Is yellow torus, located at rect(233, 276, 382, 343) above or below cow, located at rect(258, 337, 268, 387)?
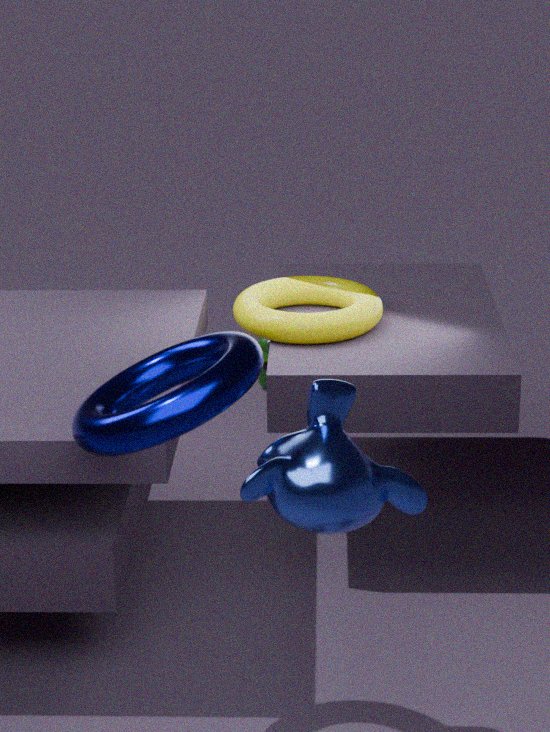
above
